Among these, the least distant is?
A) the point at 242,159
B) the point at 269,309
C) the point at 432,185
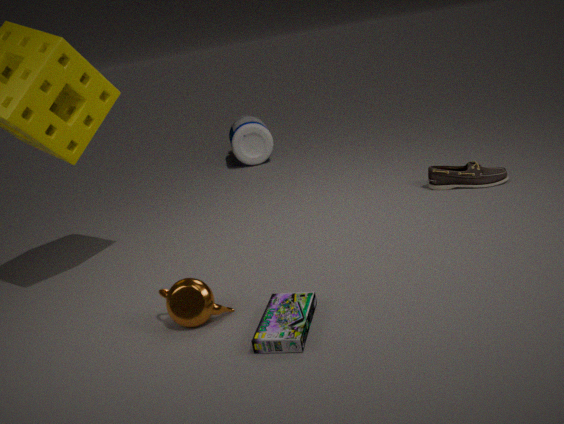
the point at 269,309
